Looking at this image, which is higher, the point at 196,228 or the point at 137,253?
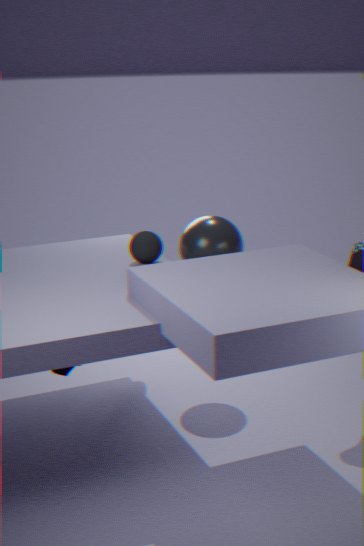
the point at 137,253
